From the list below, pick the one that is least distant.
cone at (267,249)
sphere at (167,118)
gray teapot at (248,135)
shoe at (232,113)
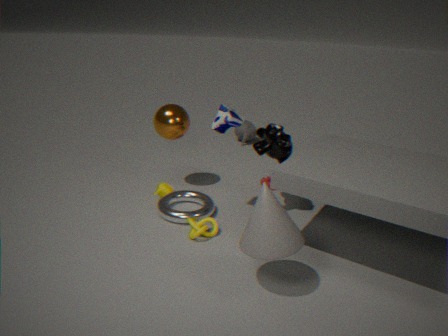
cone at (267,249)
